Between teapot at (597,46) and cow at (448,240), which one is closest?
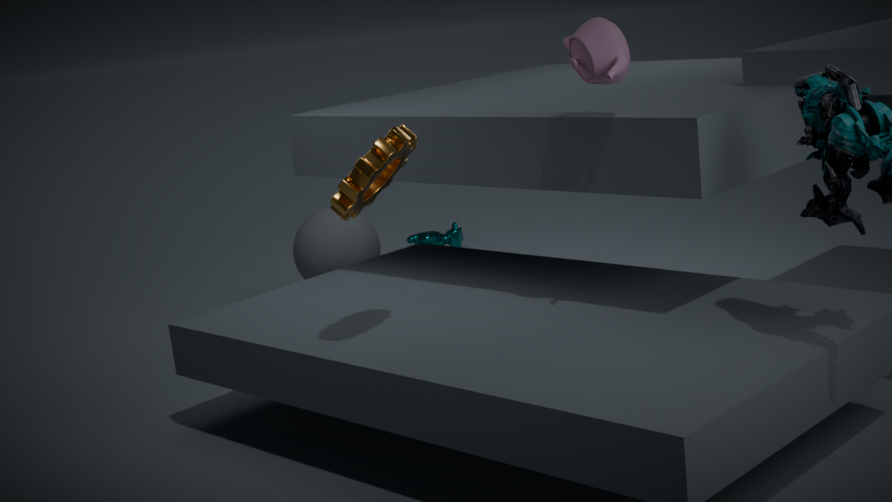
teapot at (597,46)
